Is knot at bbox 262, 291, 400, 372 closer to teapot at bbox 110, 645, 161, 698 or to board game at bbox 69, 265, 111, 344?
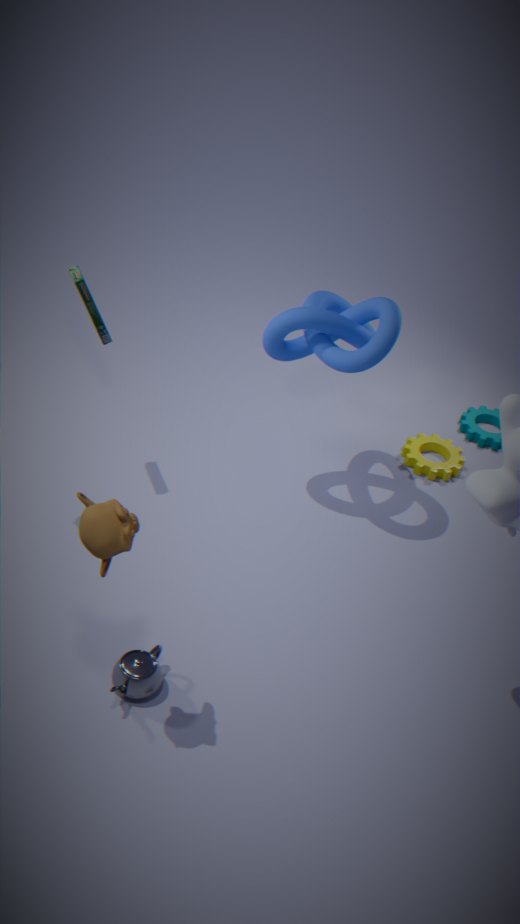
board game at bbox 69, 265, 111, 344
